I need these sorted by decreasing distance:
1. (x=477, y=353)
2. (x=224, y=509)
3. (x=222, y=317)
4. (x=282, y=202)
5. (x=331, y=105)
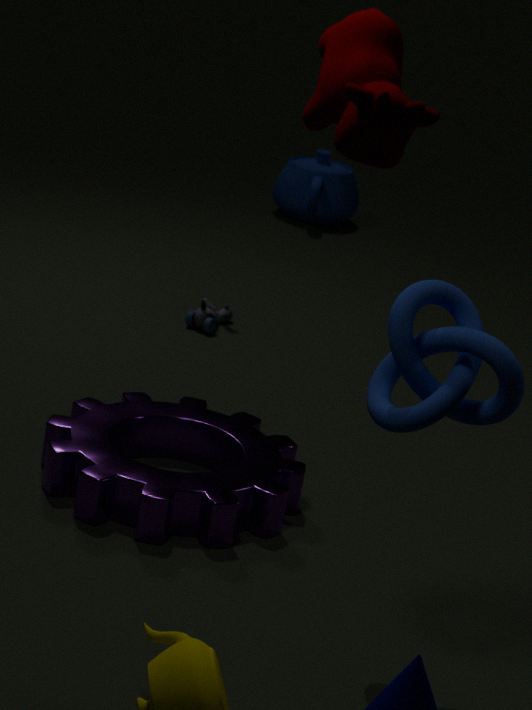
(x=282, y=202), (x=222, y=317), (x=224, y=509), (x=477, y=353), (x=331, y=105)
